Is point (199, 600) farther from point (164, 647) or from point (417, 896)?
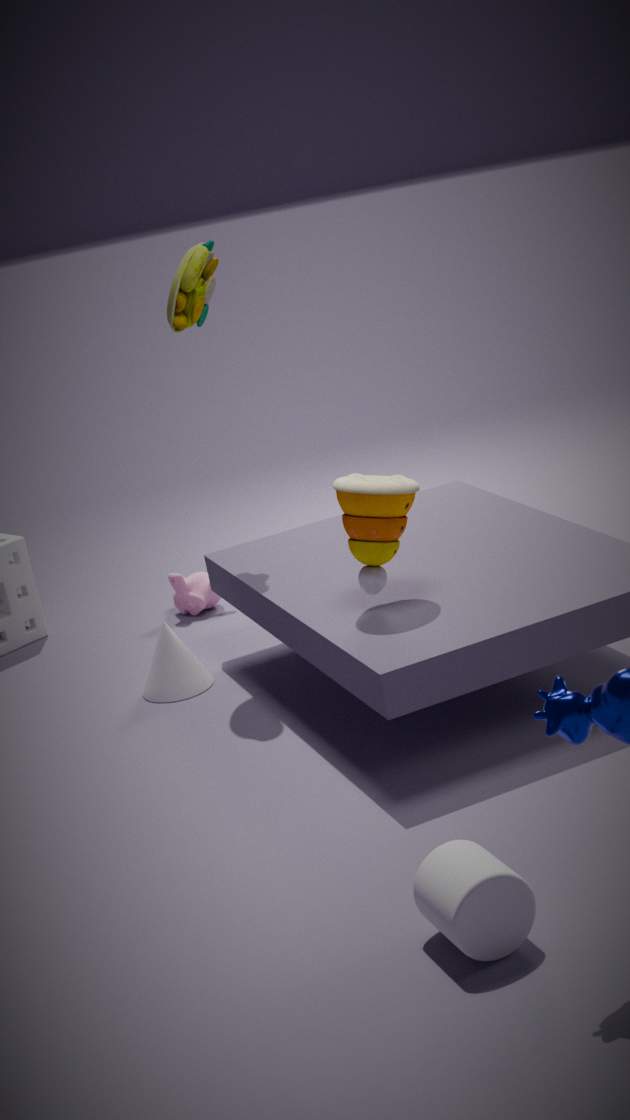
point (417, 896)
